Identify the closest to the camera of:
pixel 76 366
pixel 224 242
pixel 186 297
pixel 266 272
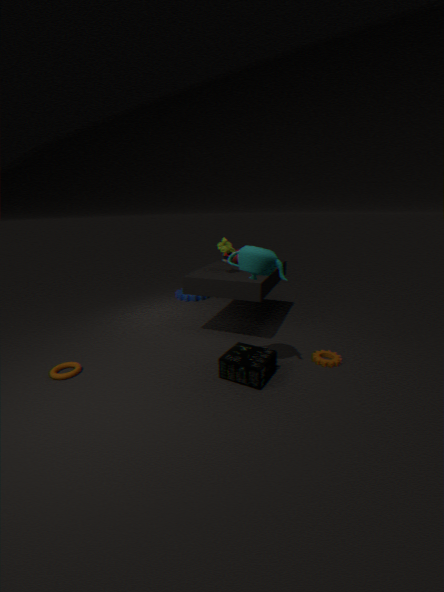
pixel 266 272
